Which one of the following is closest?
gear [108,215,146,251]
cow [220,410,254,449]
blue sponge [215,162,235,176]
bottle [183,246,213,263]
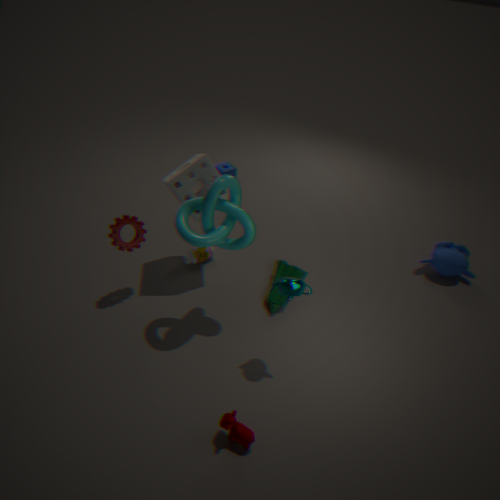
cow [220,410,254,449]
